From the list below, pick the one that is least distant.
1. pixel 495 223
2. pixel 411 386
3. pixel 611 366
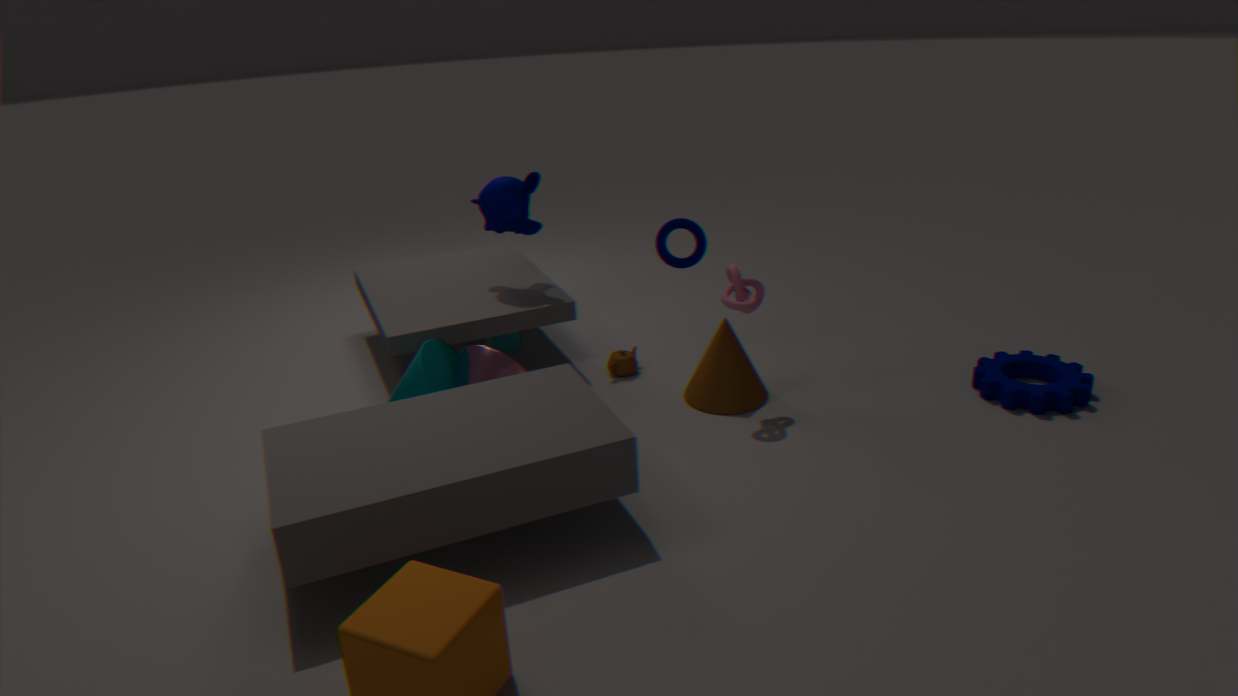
pixel 411 386
